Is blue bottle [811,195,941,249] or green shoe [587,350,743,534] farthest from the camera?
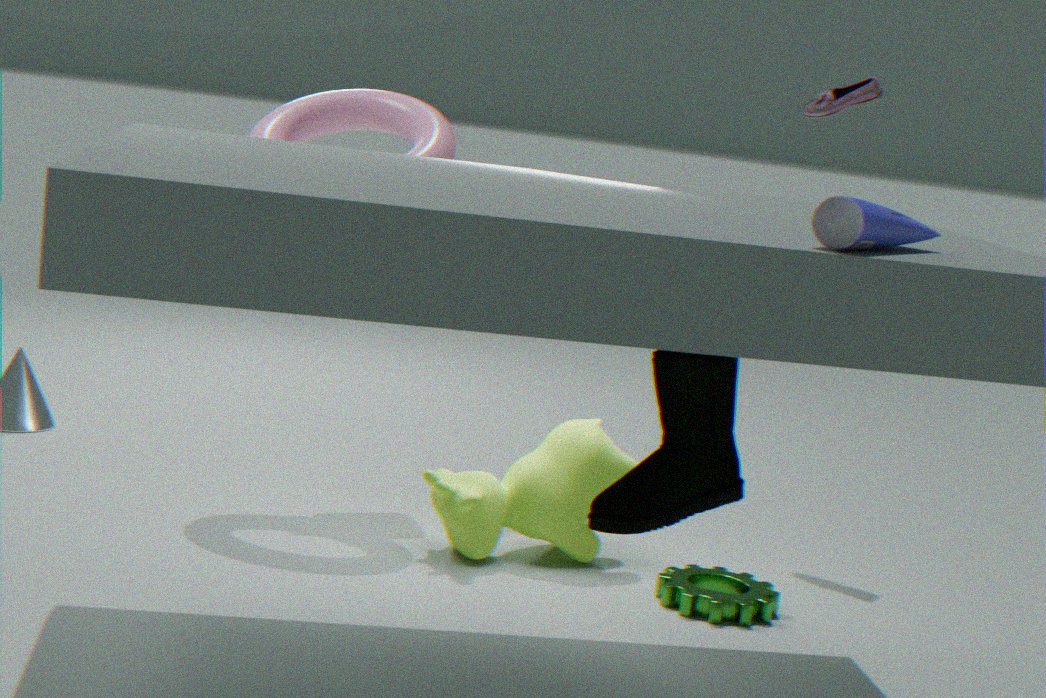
green shoe [587,350,743,534]
